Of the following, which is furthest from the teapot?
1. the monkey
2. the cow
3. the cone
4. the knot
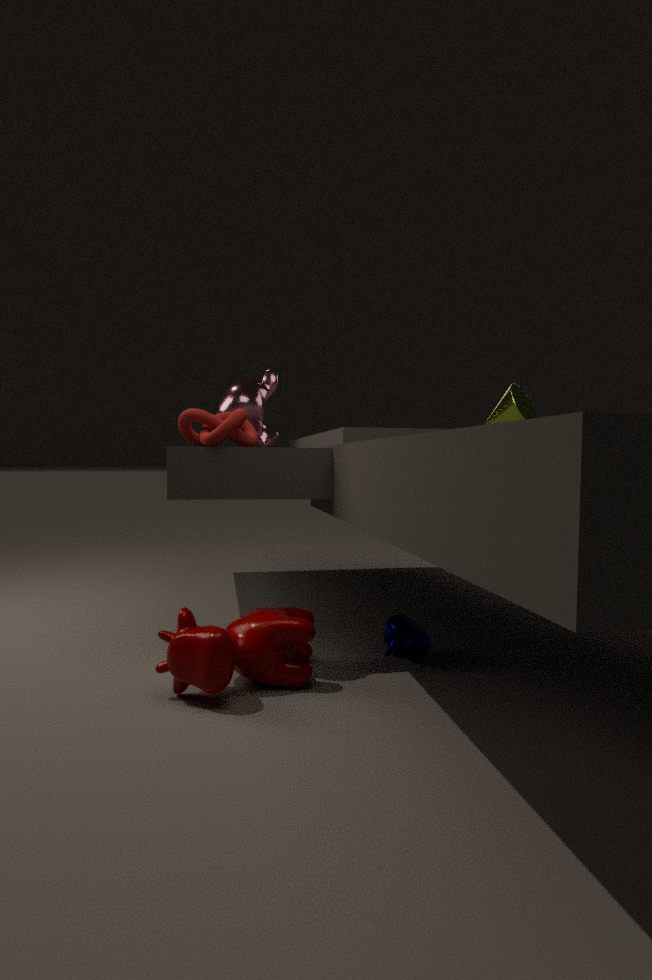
the monkey
